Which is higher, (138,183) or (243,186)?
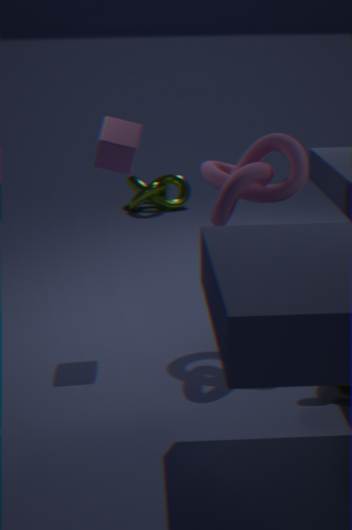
(243,186)
